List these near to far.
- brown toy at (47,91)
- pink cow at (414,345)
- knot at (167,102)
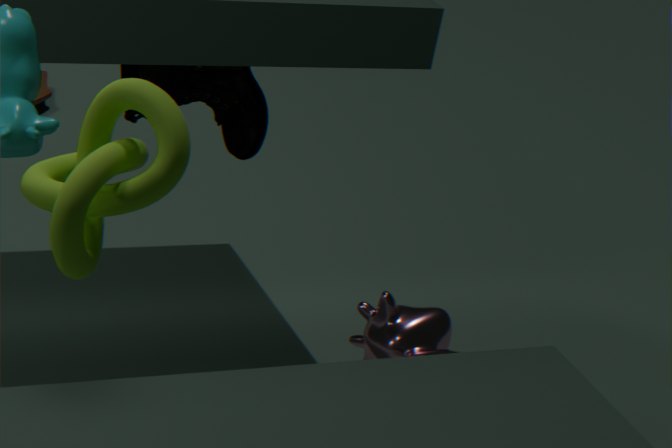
1. knot at (167,102)
2. pink cow at (414,345)
3. brown toy at (47,91)
